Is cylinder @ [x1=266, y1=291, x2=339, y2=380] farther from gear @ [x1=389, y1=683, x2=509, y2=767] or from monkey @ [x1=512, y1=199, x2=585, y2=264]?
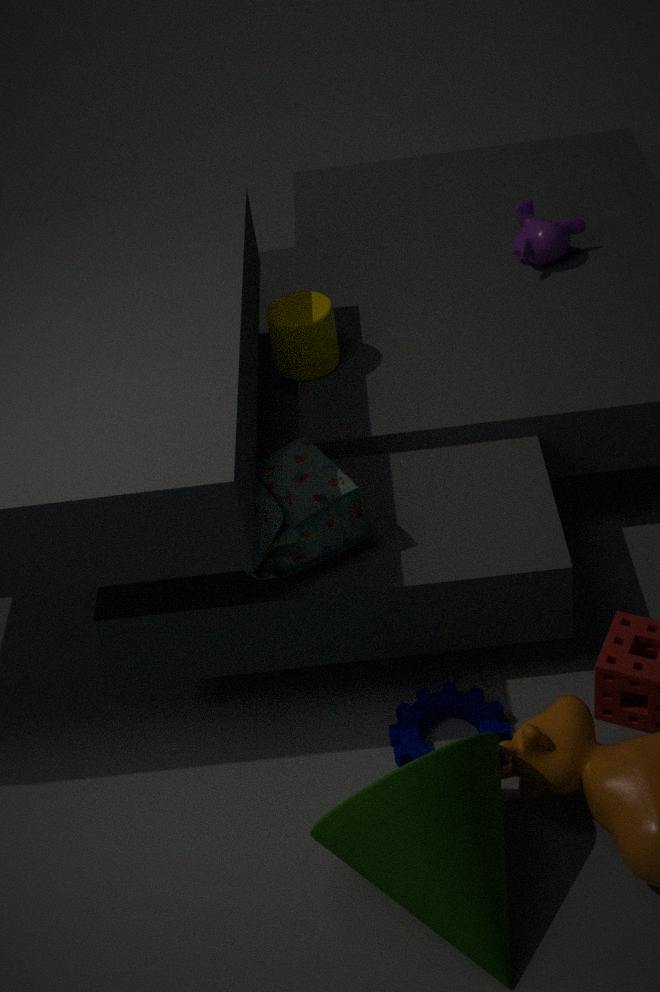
gear @ [x1=389, y1=683, x2=509, y2=767]
